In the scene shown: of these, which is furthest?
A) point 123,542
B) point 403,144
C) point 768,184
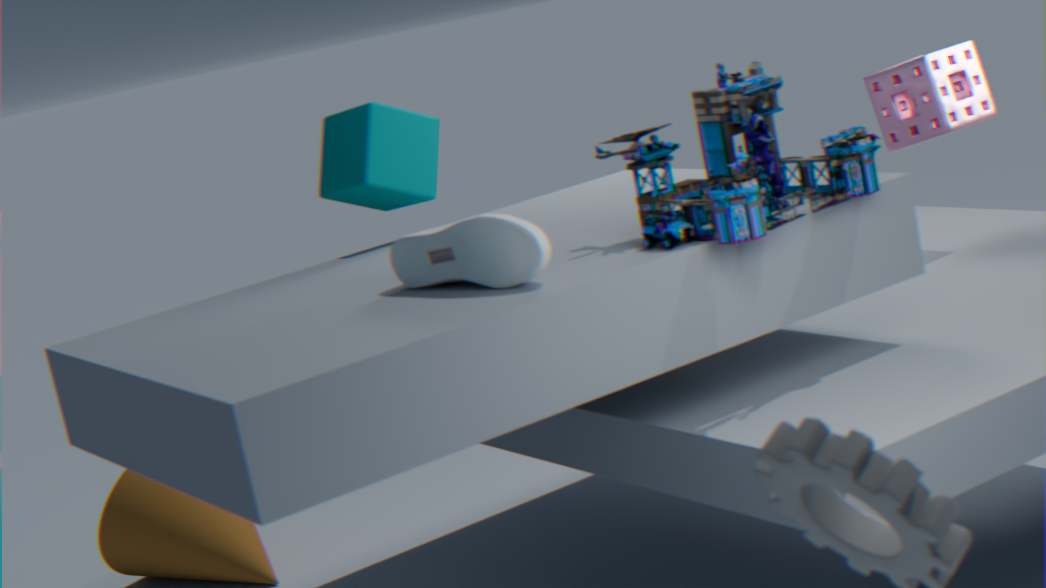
point 123,542
